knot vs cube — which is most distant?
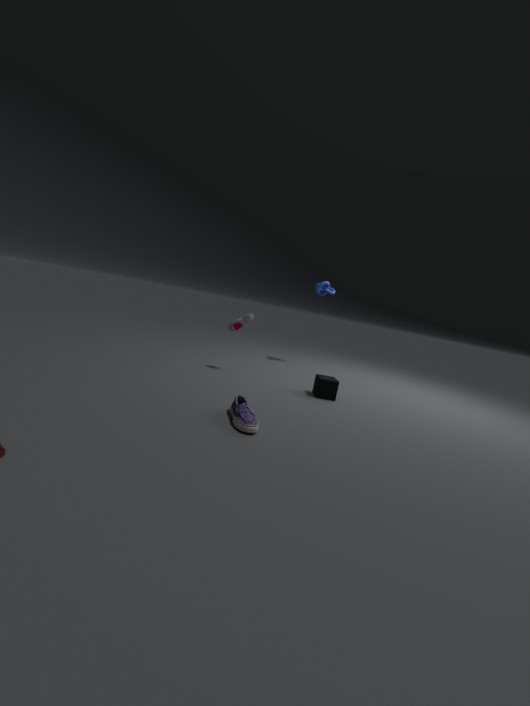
knot
